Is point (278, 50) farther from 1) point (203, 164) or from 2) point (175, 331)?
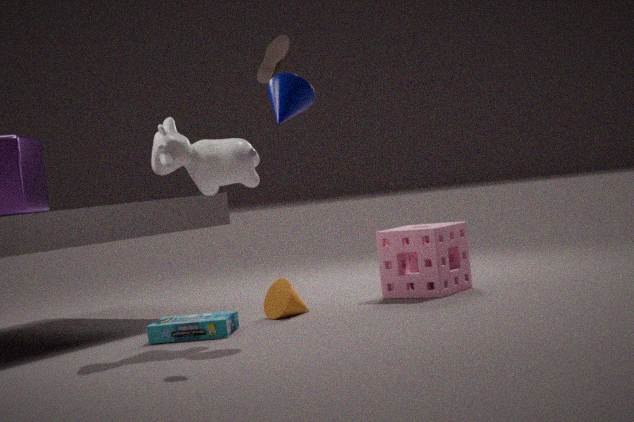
2) point (175, 331)
